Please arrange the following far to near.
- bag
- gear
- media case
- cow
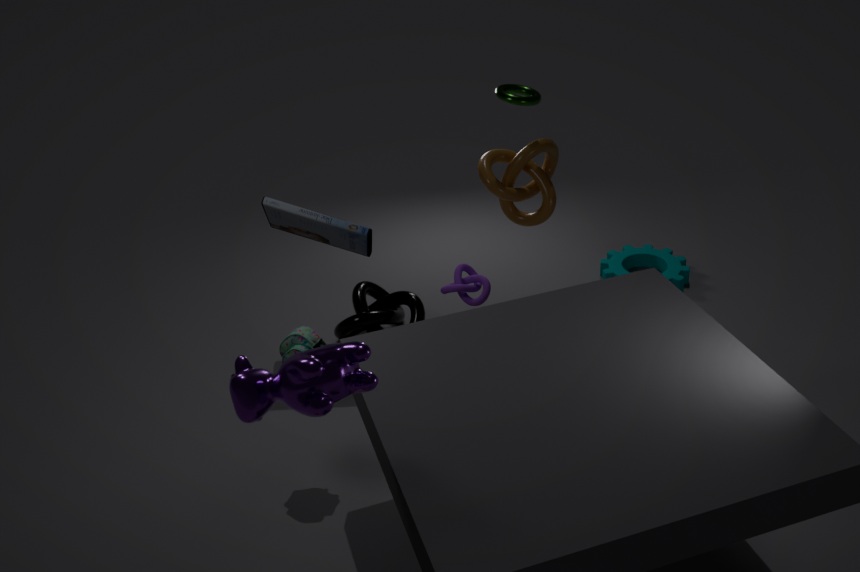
gear → media case → bag → cow
